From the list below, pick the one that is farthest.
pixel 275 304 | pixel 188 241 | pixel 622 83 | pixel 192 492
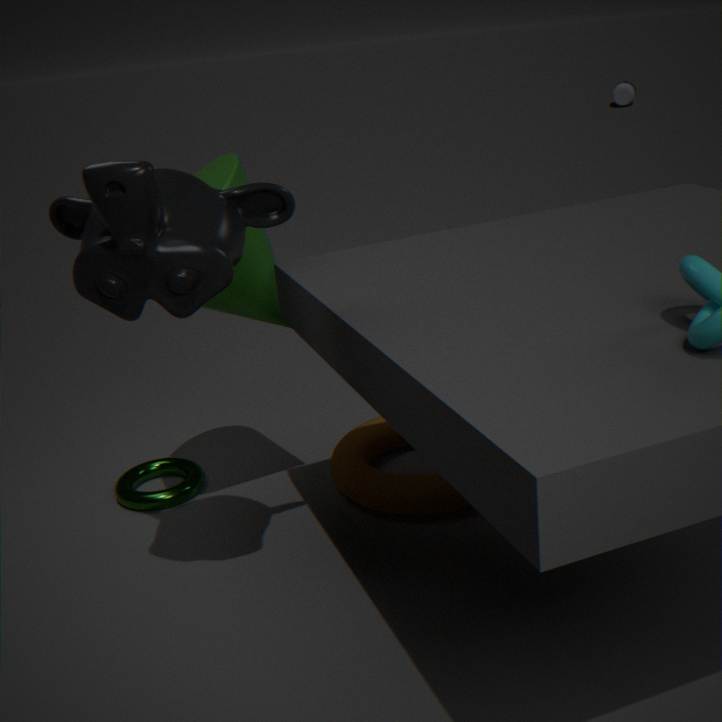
pixel 622 83
